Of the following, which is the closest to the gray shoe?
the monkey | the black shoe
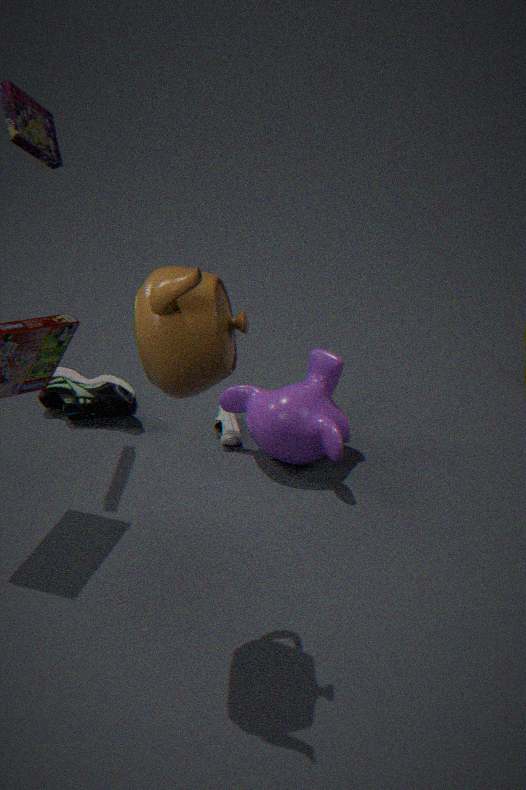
the monkey
